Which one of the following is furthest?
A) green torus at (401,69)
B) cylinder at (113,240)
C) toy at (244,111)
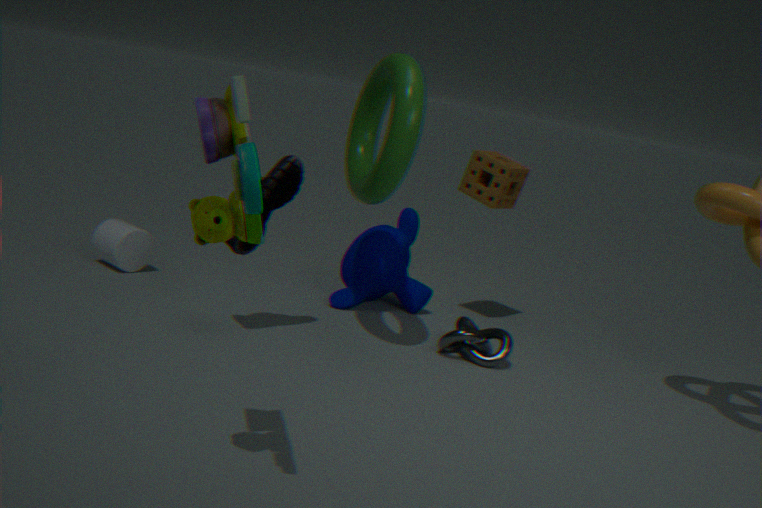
cylinder at (113,240)
